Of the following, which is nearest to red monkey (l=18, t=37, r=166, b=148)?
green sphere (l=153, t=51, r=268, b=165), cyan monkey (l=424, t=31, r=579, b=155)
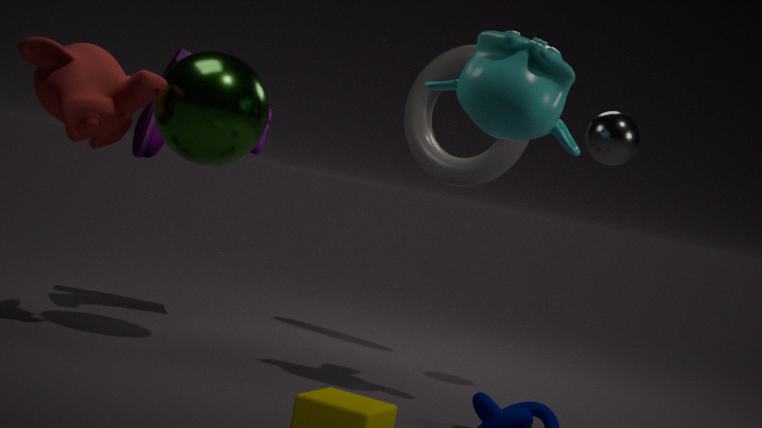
green sphere (l=153, t=51, r=268, b=165)
